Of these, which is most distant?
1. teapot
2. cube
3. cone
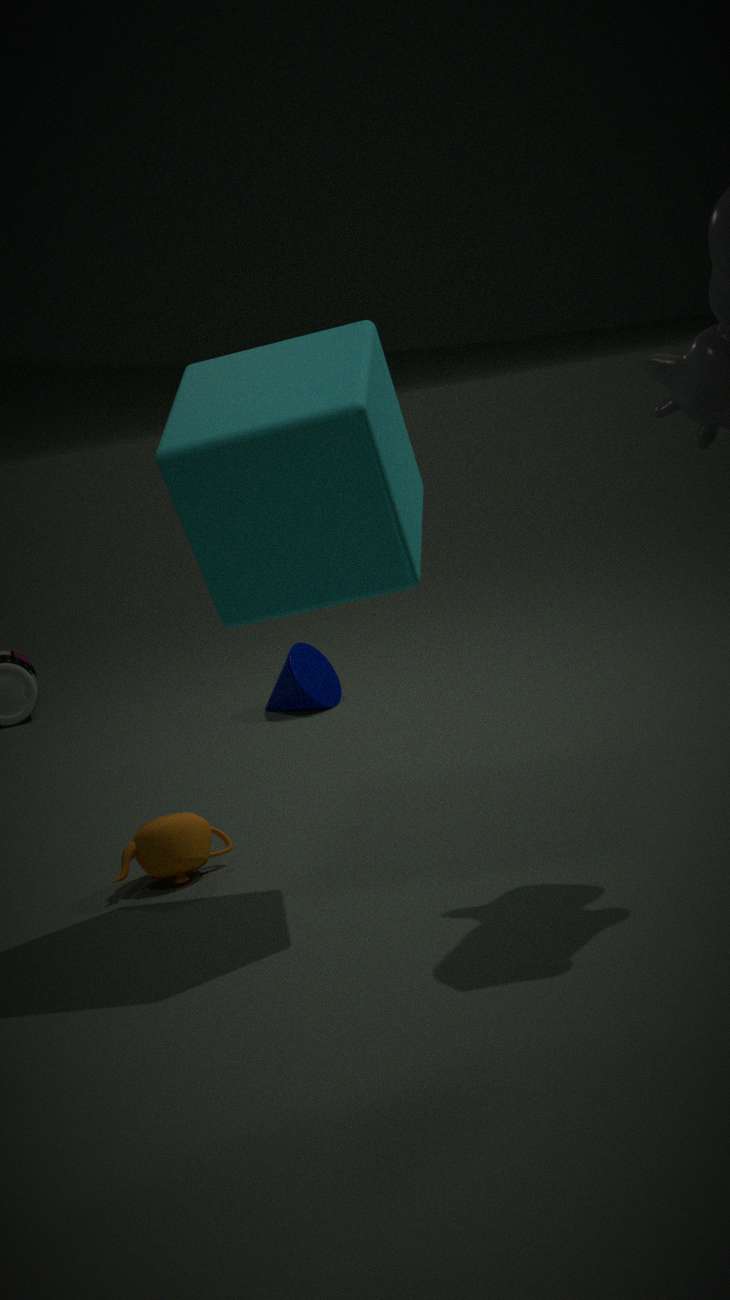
cone
